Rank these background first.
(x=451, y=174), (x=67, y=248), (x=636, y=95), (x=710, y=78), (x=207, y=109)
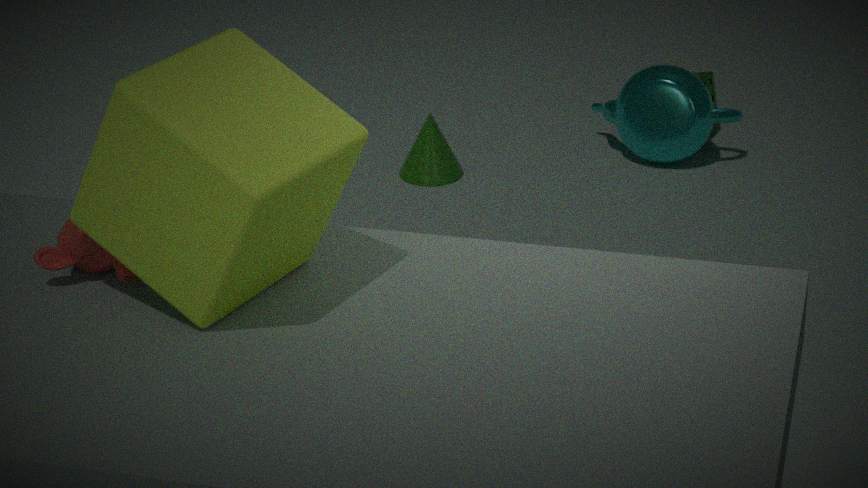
(x=710, y=78)
(x=636, y=95)
(x=451, y=174)
(x=67, y=248)
(x=207, y=109)
